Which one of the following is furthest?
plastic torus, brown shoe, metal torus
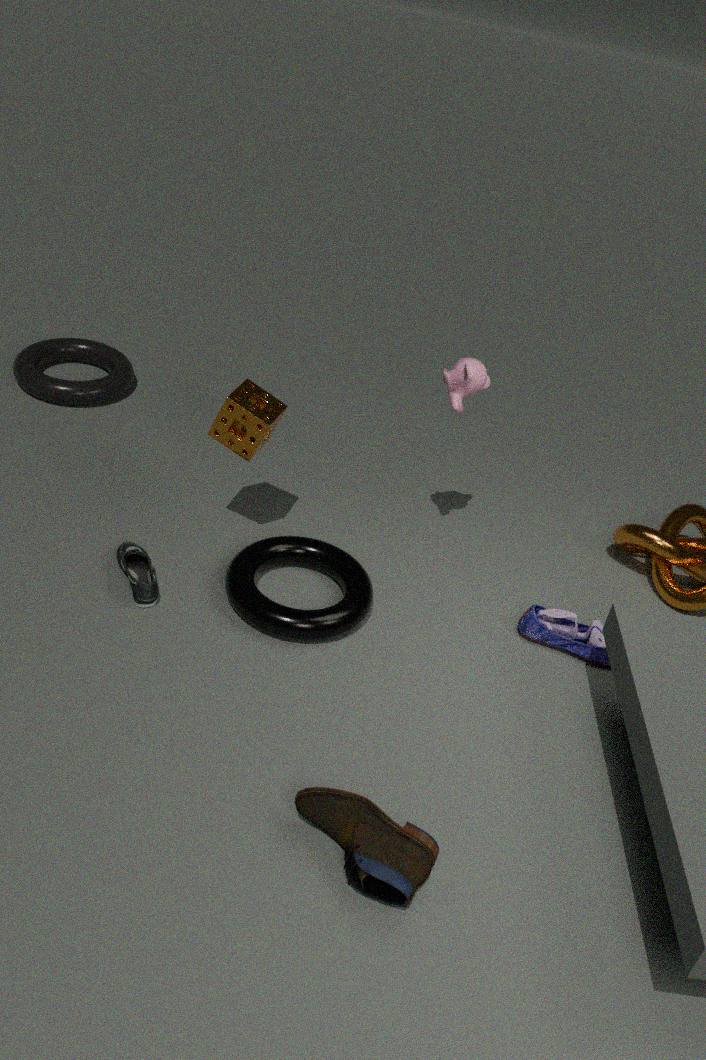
plastic torus
